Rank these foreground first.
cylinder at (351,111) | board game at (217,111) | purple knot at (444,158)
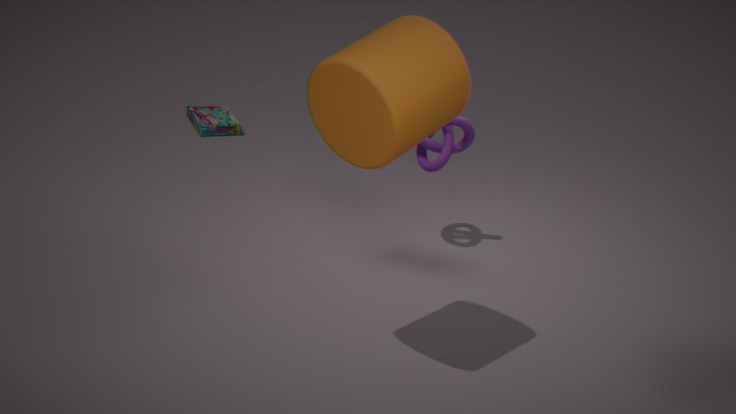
cylinder at (351,111) < purple knot at (444,158) < board game at (217,111)
